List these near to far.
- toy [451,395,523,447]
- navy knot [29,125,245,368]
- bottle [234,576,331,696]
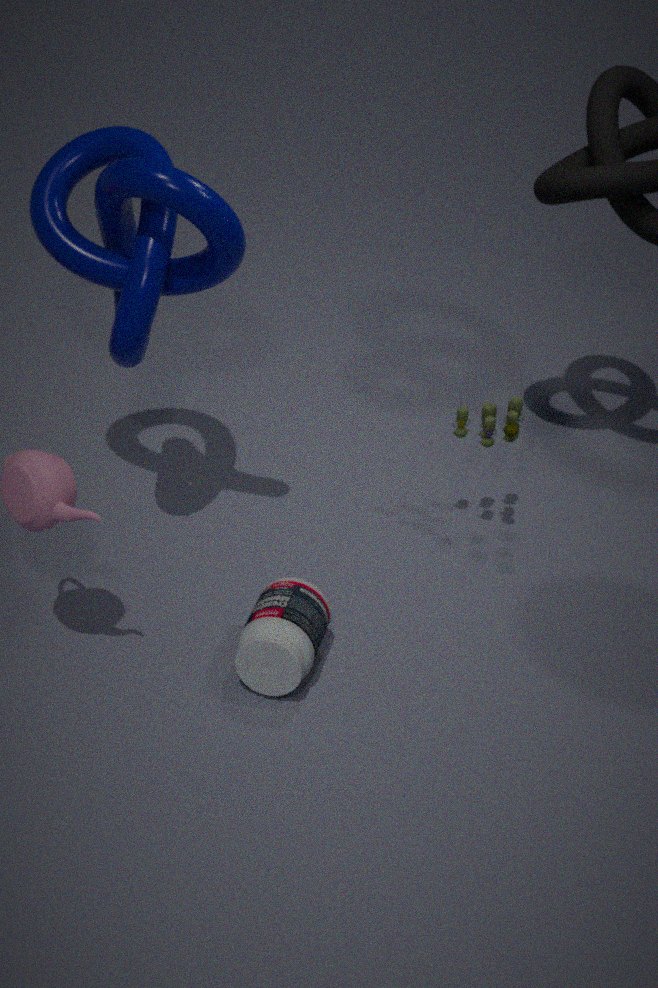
navy knot [29,125,245,368]
bottle [234,576,331,696]
toy [451,395,523,447]
